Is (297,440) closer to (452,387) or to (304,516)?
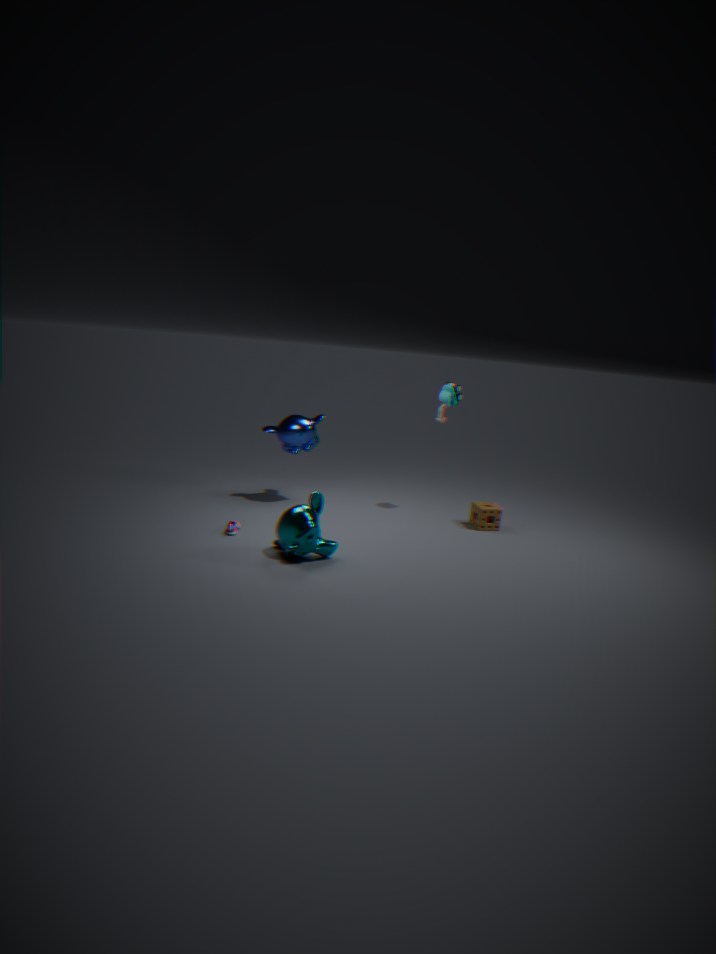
(452,387)
